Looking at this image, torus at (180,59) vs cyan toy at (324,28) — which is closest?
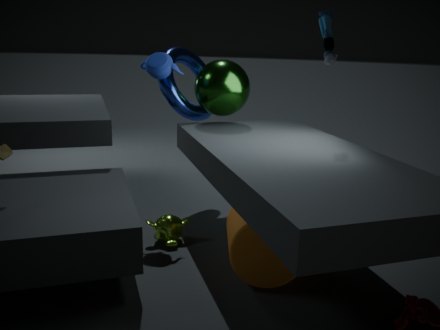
cyan toy at (324,28)
